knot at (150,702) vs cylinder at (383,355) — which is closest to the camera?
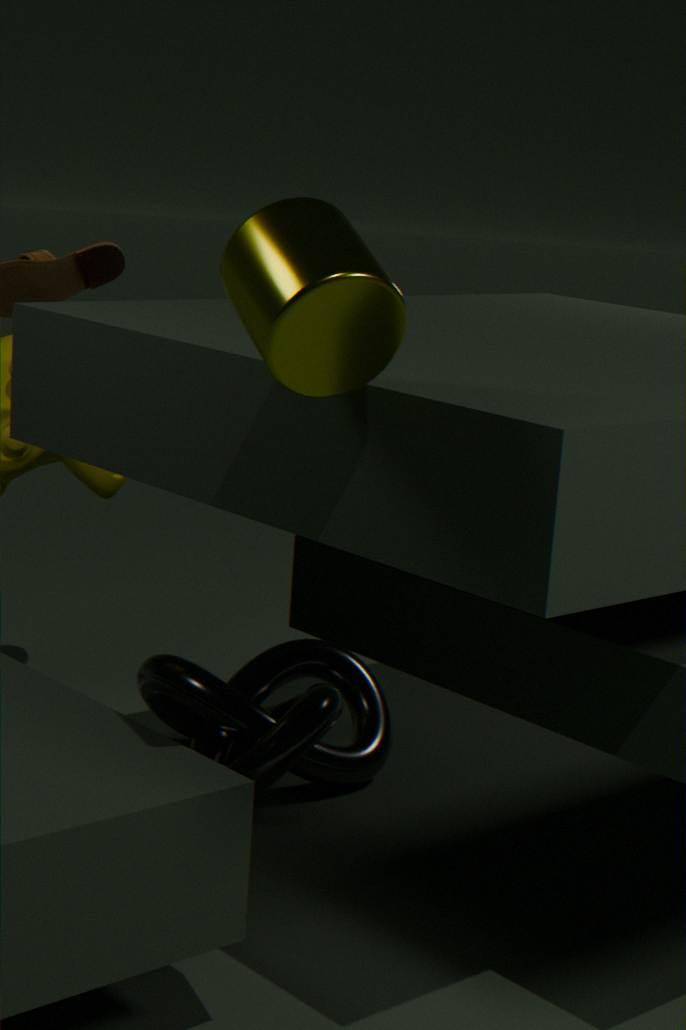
cylinder at (383,355)
